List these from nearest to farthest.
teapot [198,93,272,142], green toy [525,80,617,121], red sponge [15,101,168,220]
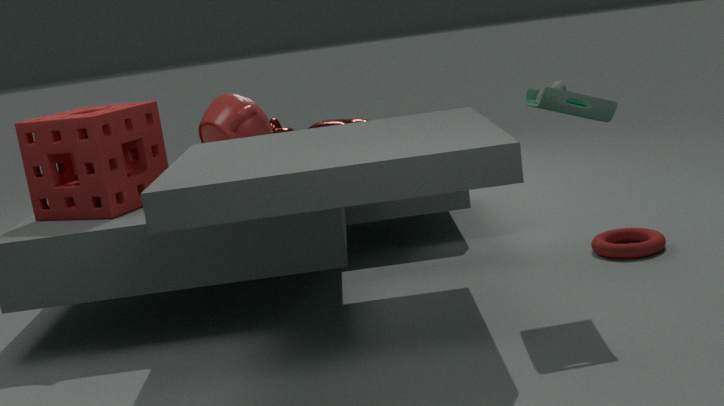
green toy [525,80,617,121], red sponge [15,101,168,220], teapot [198,93,272,142]
